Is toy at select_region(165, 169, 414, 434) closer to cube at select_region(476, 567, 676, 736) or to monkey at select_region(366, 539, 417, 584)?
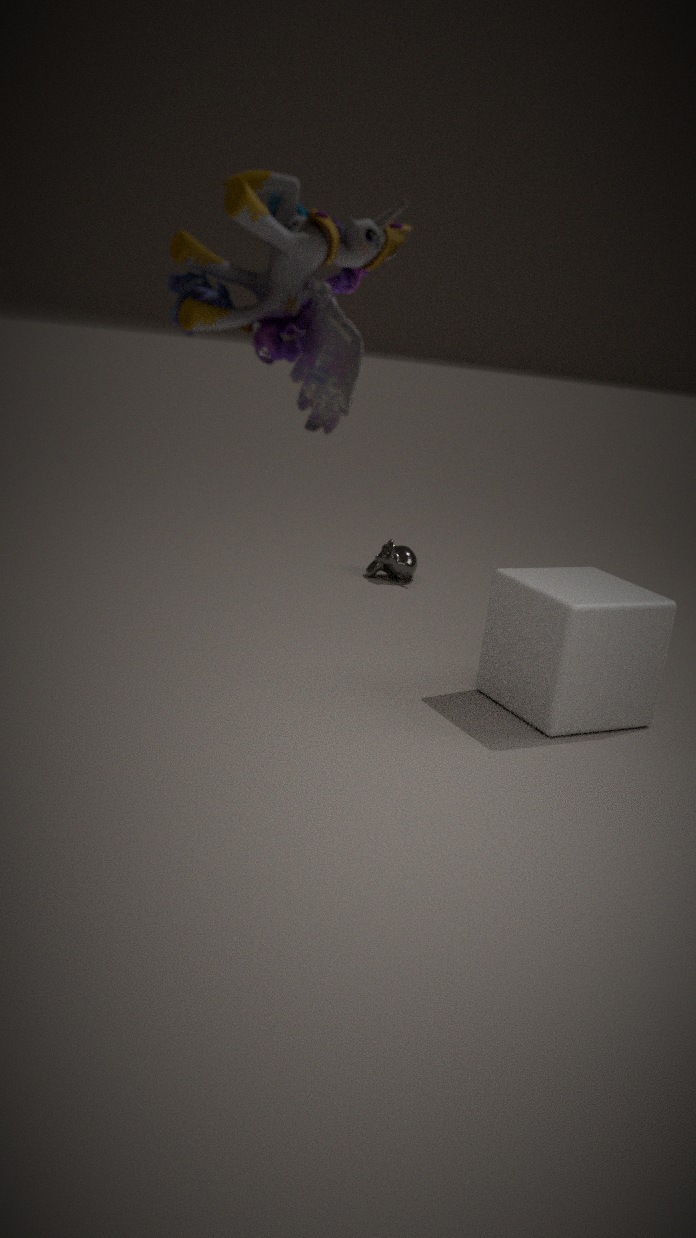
cube at select_region(476, 567, 676, 736)
